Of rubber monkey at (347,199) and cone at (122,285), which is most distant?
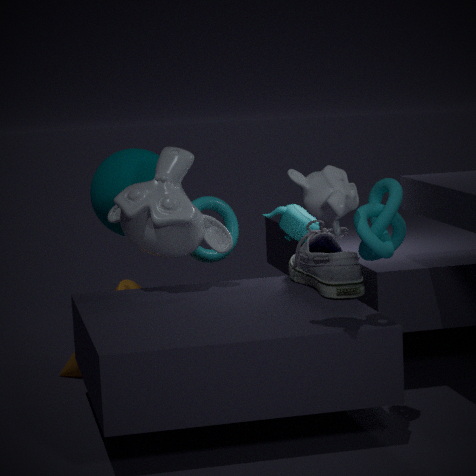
cone at (122,285)
